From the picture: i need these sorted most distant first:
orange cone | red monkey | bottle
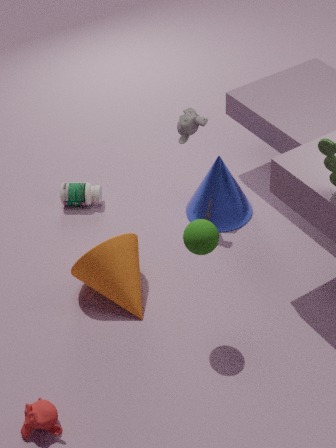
bottle < orange cone < red monkey
